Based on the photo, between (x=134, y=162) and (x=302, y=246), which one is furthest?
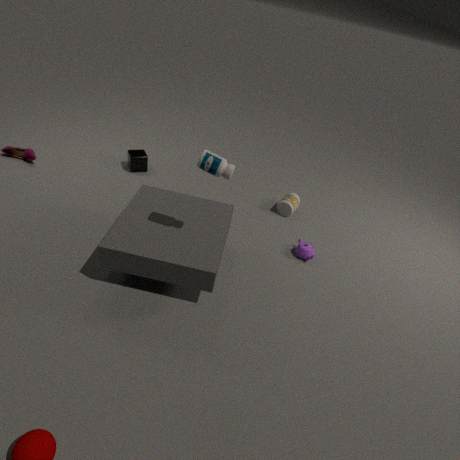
(x=134, y=162)
